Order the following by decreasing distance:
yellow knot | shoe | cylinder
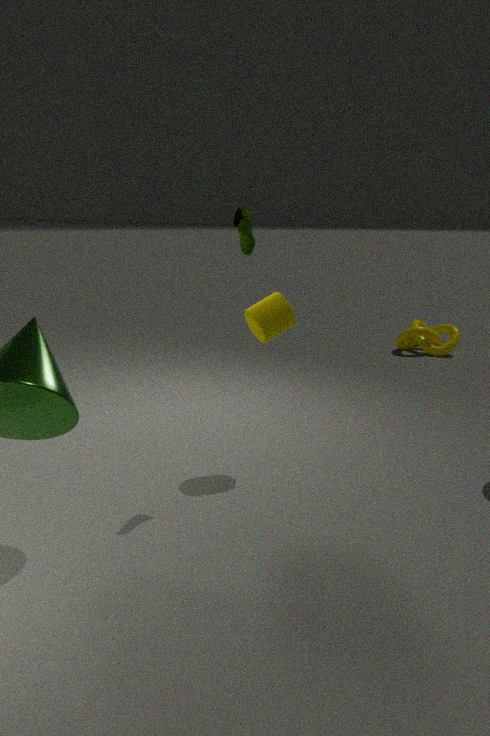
yellow knot → cylinder → shoe
